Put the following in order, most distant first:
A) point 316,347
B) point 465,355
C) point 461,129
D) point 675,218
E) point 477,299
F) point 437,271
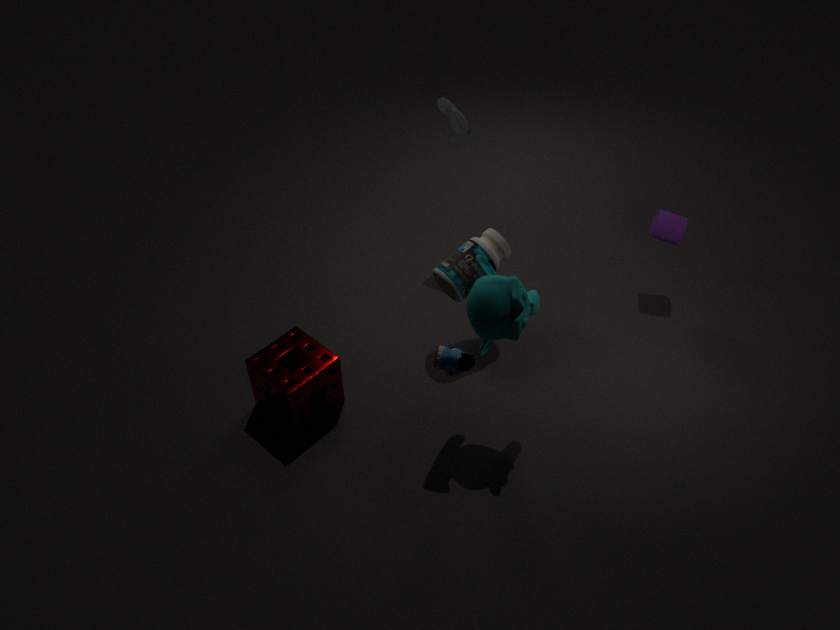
point 461,129
point 675,218
point 437,271
point 316,347
point 465,355
point 477,299
